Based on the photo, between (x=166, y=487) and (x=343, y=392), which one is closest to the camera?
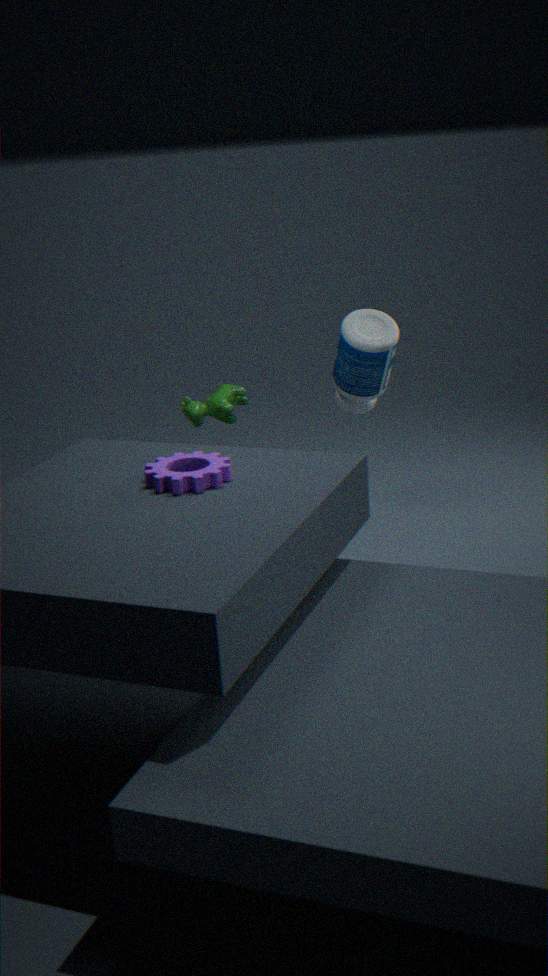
(x=166, y=487)
